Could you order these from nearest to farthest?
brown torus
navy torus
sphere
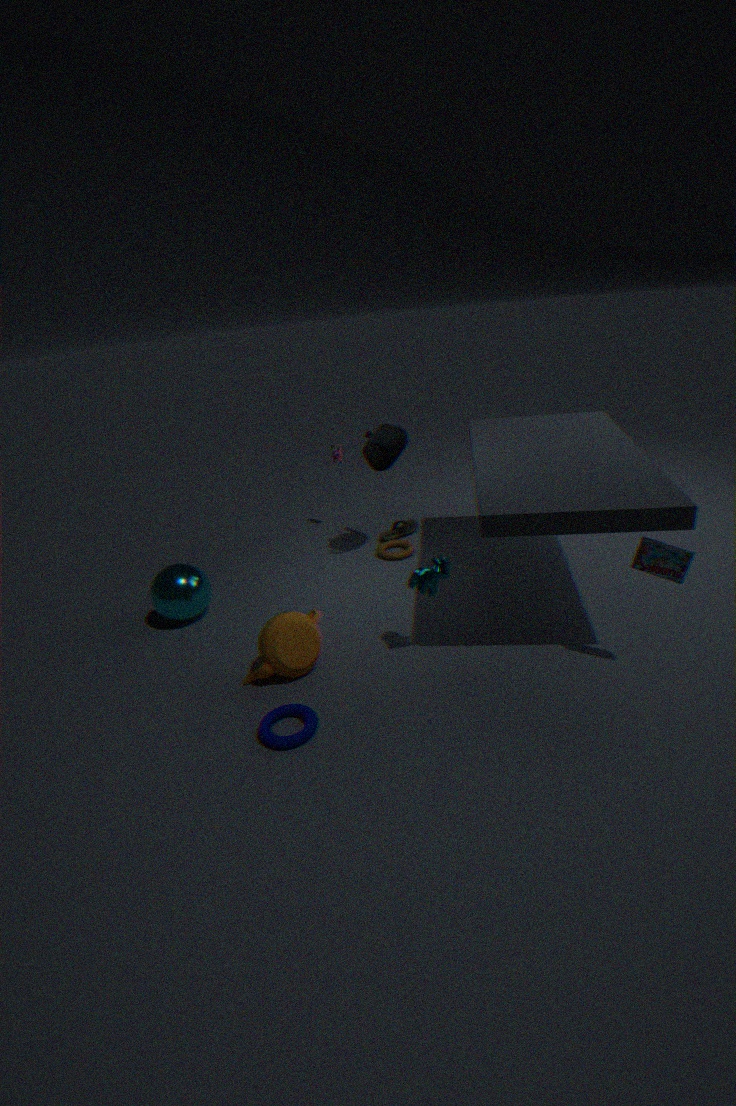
navy torus → sphere → brown torus
